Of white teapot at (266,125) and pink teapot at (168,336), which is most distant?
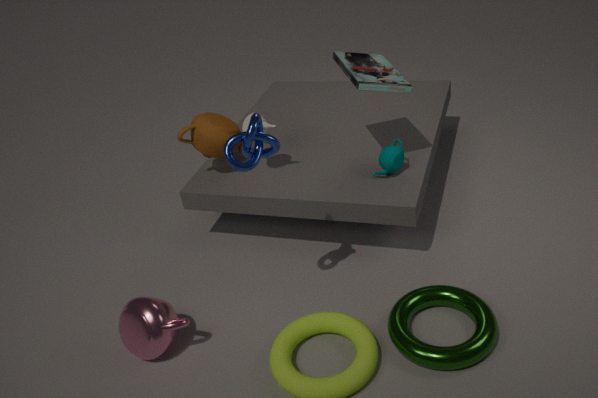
white teapot at (266,125)
